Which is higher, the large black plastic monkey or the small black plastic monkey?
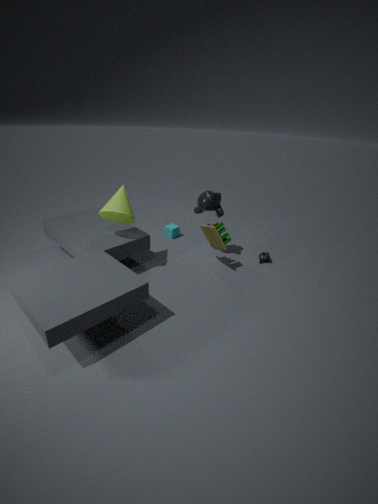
the large black plastic monkey
